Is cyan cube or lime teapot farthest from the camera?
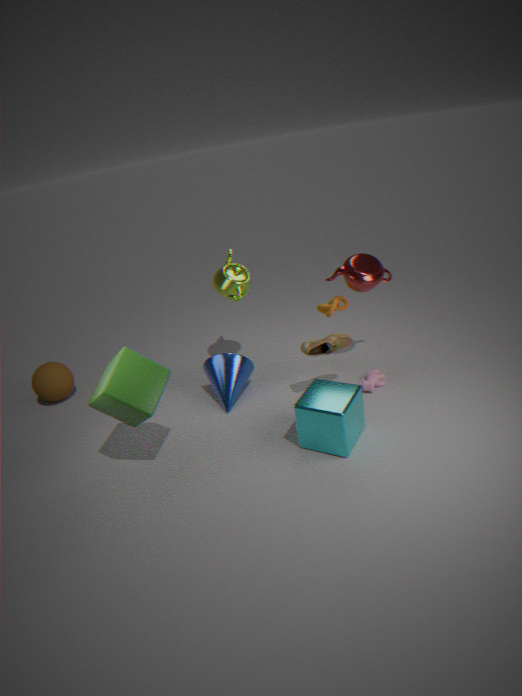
lime teapot
